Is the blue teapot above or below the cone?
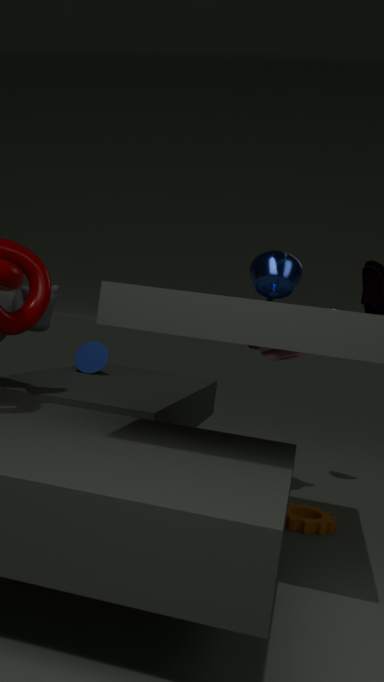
above
